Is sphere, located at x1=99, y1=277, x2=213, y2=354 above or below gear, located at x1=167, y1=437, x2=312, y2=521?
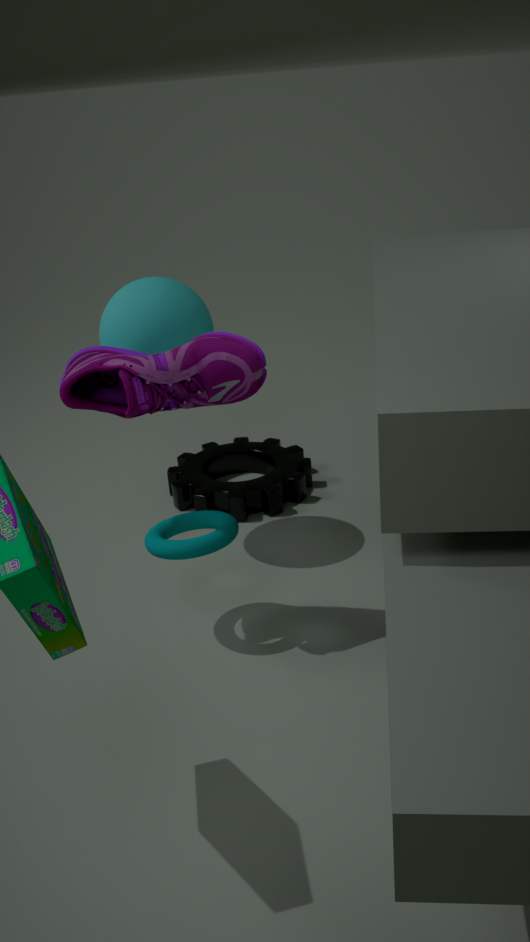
above
